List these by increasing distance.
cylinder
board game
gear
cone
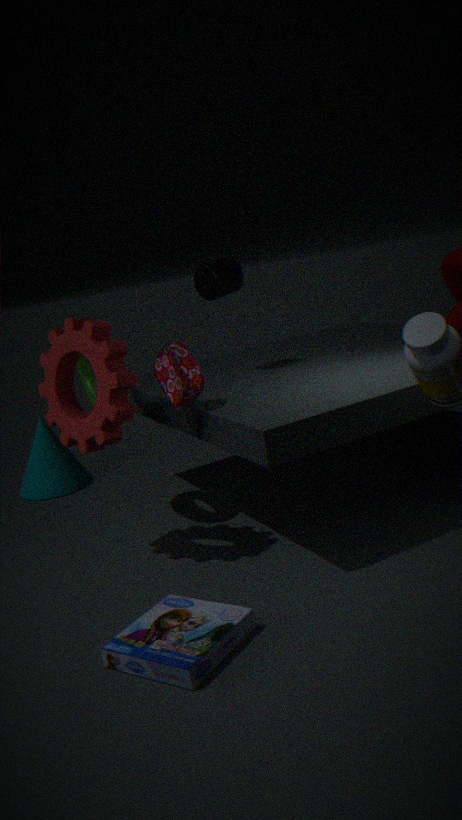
1. board game
2. gear
3. cylinder
4. cone
